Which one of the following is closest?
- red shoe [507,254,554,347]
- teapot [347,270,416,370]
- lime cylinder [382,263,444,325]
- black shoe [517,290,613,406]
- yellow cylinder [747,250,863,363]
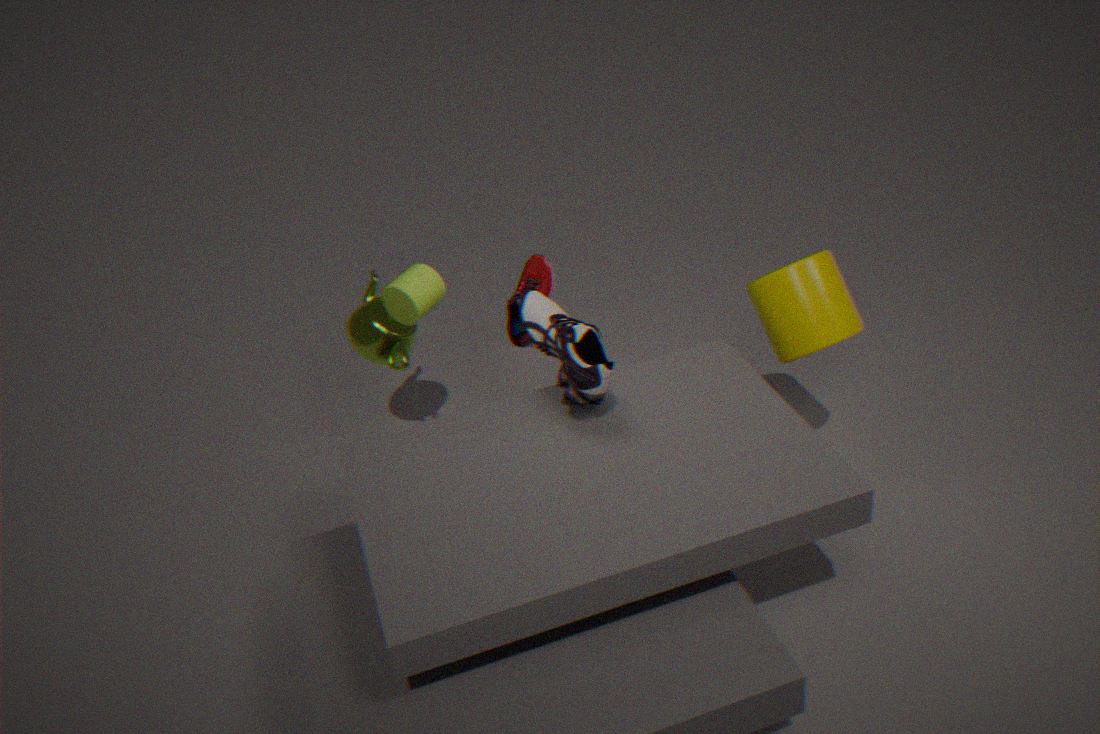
black shoe [517,290,613,406]
